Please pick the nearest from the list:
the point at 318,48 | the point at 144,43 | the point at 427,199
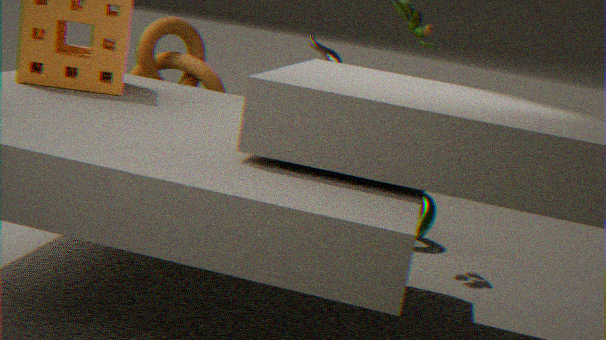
the point at 318,48
